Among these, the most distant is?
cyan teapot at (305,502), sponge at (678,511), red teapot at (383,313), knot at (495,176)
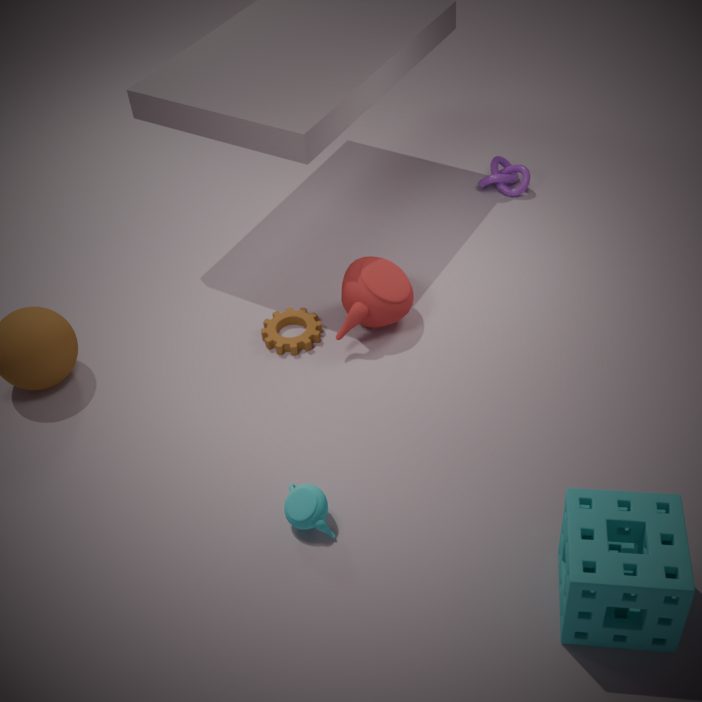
knot at (495,176)
